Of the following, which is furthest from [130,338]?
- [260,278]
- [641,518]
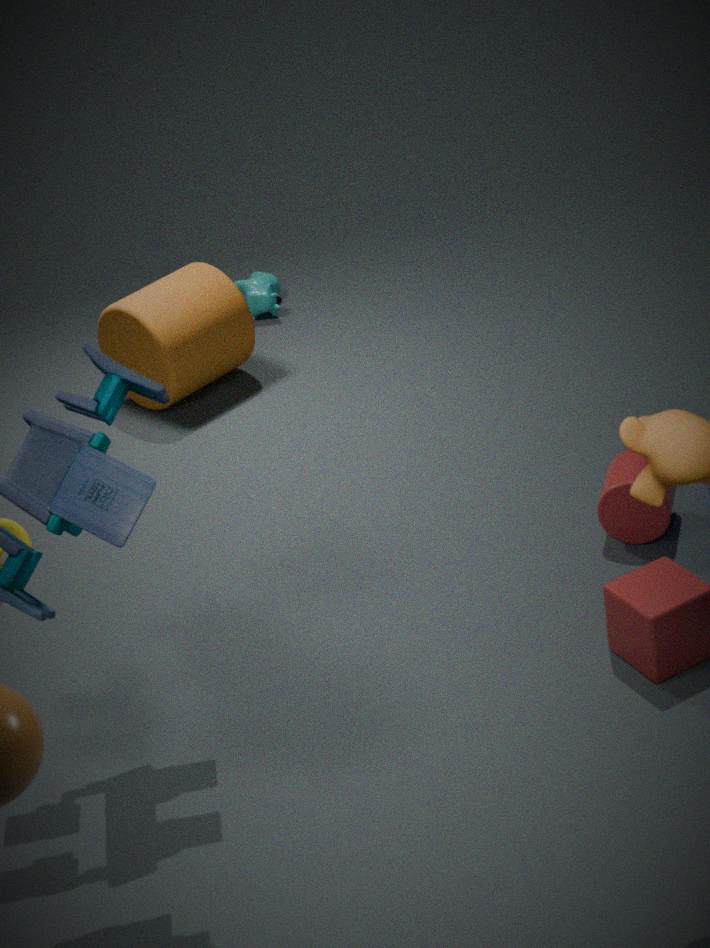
[641,518]
